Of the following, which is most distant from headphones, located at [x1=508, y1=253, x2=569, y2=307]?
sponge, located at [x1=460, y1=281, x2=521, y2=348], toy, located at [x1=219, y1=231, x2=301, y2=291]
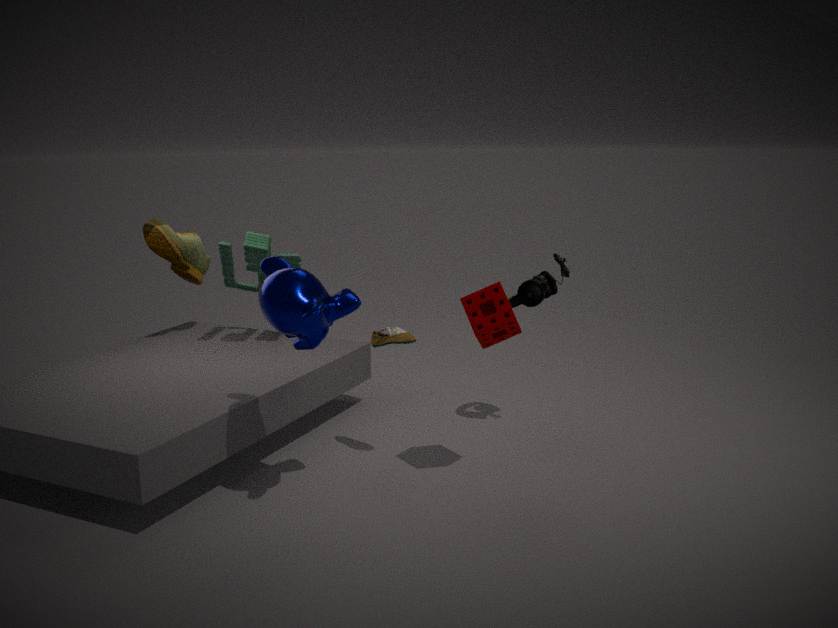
toy, located at [x1=219, y1=231, x2=301, y2=291]
